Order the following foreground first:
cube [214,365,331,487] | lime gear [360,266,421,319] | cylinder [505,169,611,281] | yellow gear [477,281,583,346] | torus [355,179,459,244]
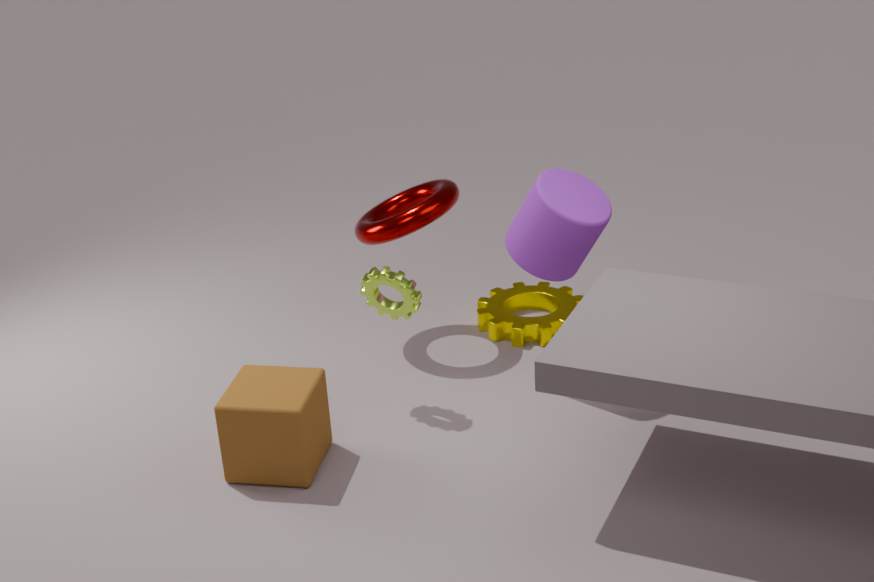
cube [214,365,331,487] → cylinder [505,169,611,281] → lime gear [360,266,421,319] → torus [355,179,459,244] → yellow gear [477,281,583,346]
